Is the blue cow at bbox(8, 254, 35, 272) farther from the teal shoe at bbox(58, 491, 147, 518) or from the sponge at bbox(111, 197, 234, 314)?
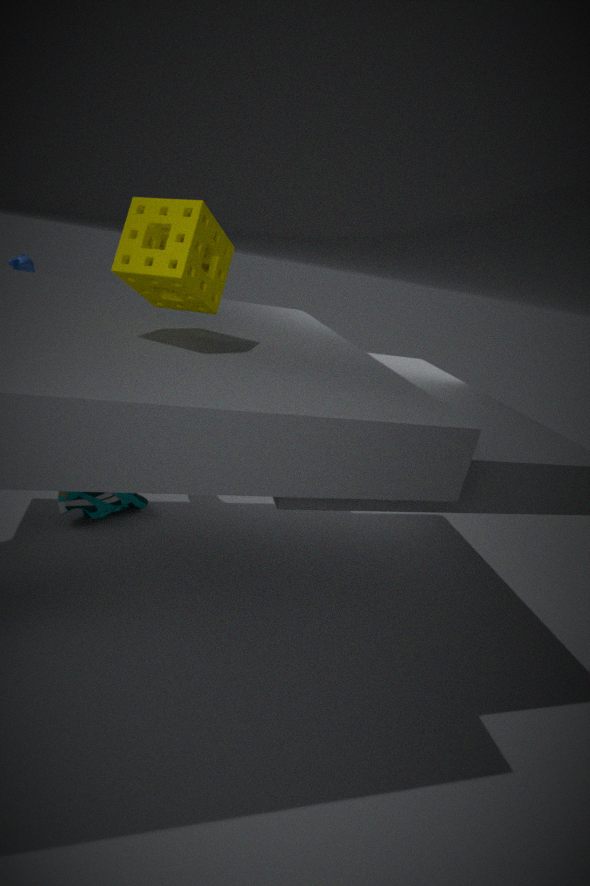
the sponge at bbox(111, 197, 234, 314)
